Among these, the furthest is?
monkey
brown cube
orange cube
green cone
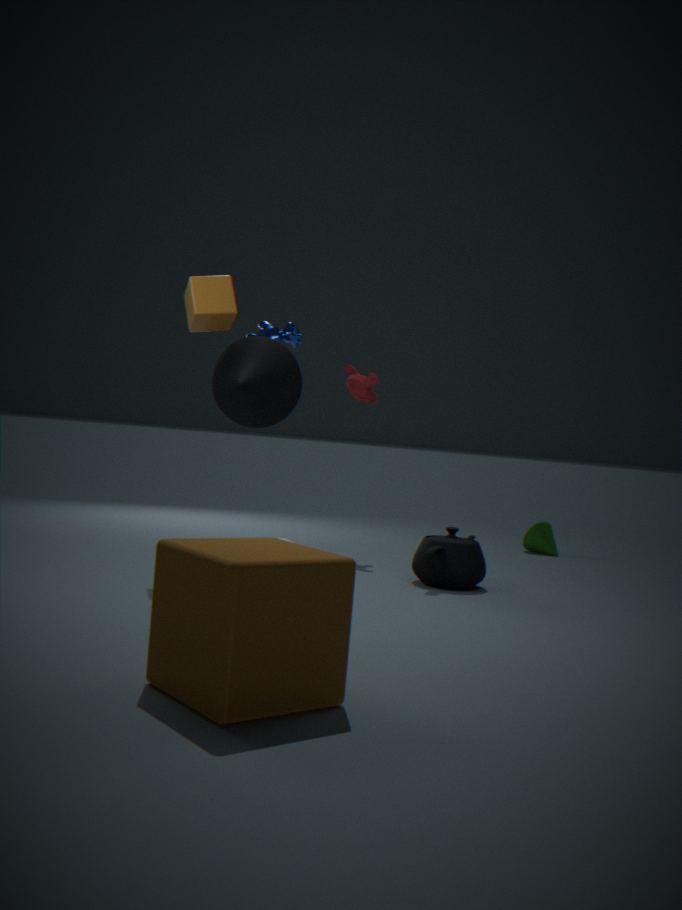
green cone
